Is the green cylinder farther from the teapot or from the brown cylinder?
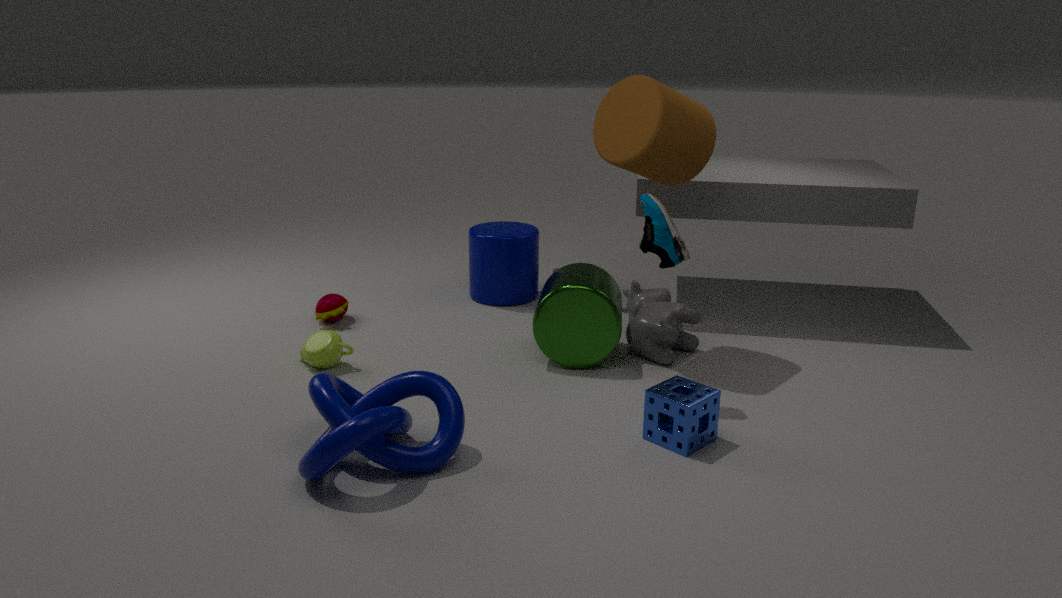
the teapot
